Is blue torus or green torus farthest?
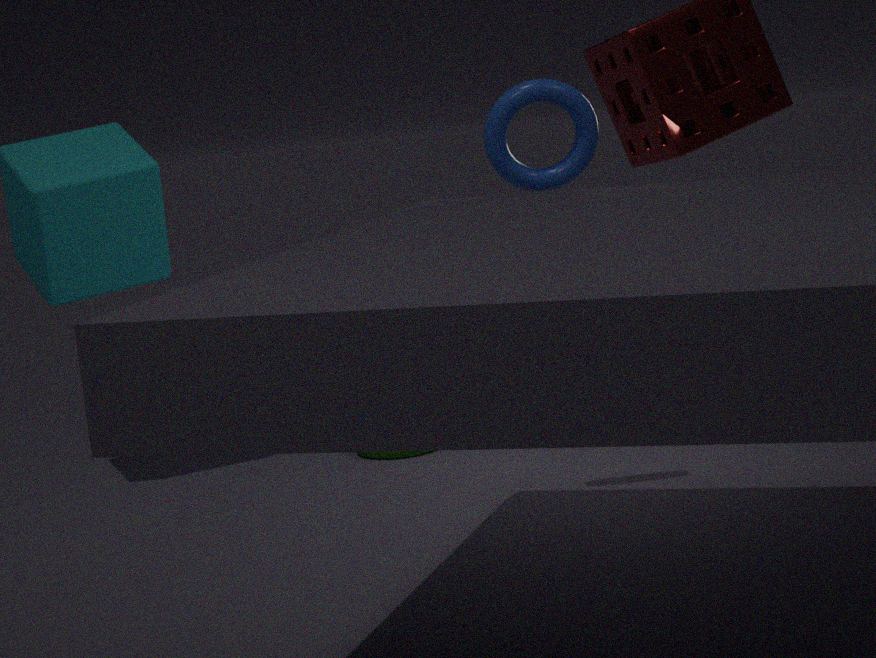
green torus
